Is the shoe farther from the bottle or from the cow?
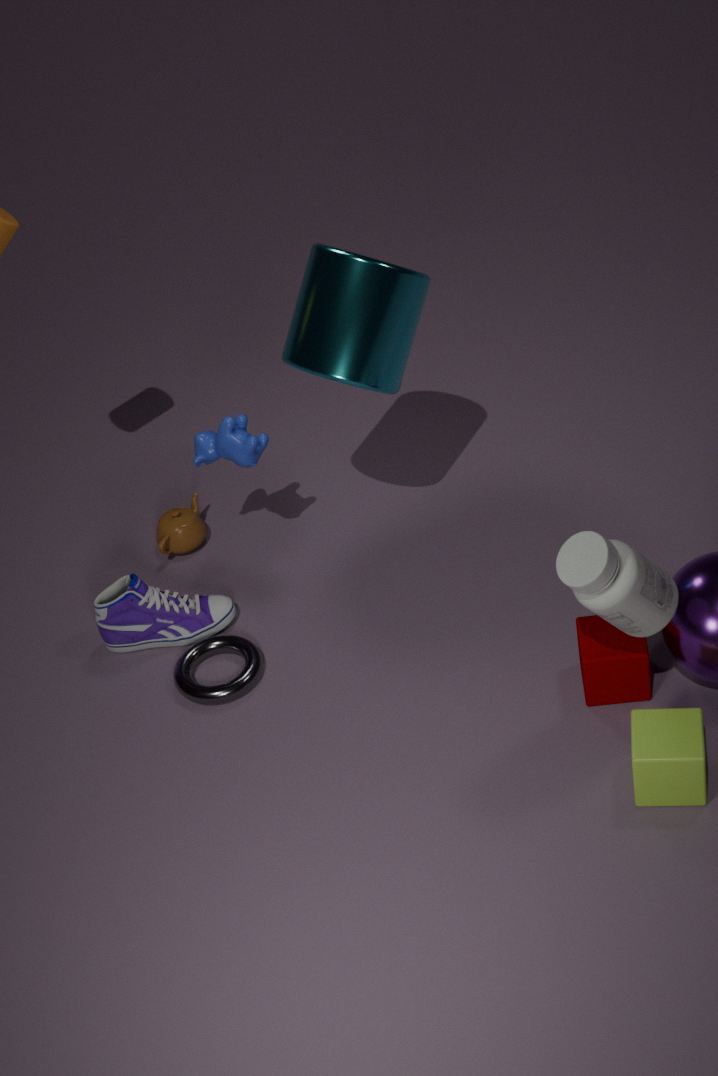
the bottle
